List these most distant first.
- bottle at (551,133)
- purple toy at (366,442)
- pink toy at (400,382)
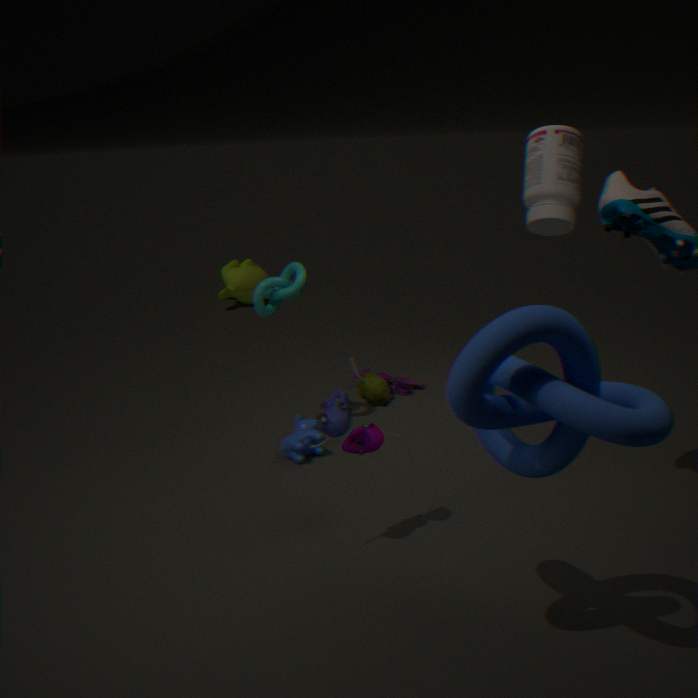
1. pink toy at (400,382)
2. bottle at (551,133)
3. purple toy at (366,442)
